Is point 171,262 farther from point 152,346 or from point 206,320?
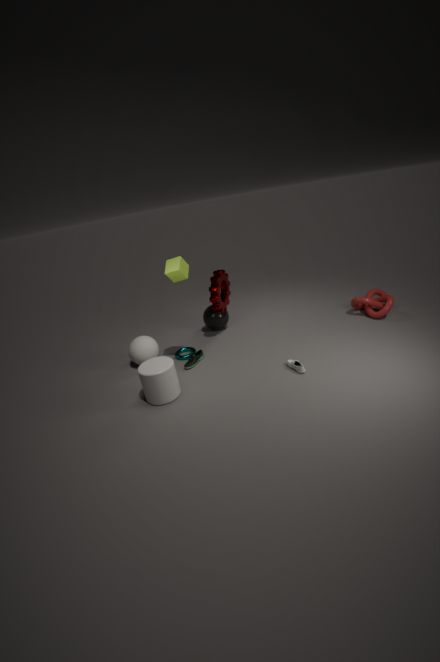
point 206,320
